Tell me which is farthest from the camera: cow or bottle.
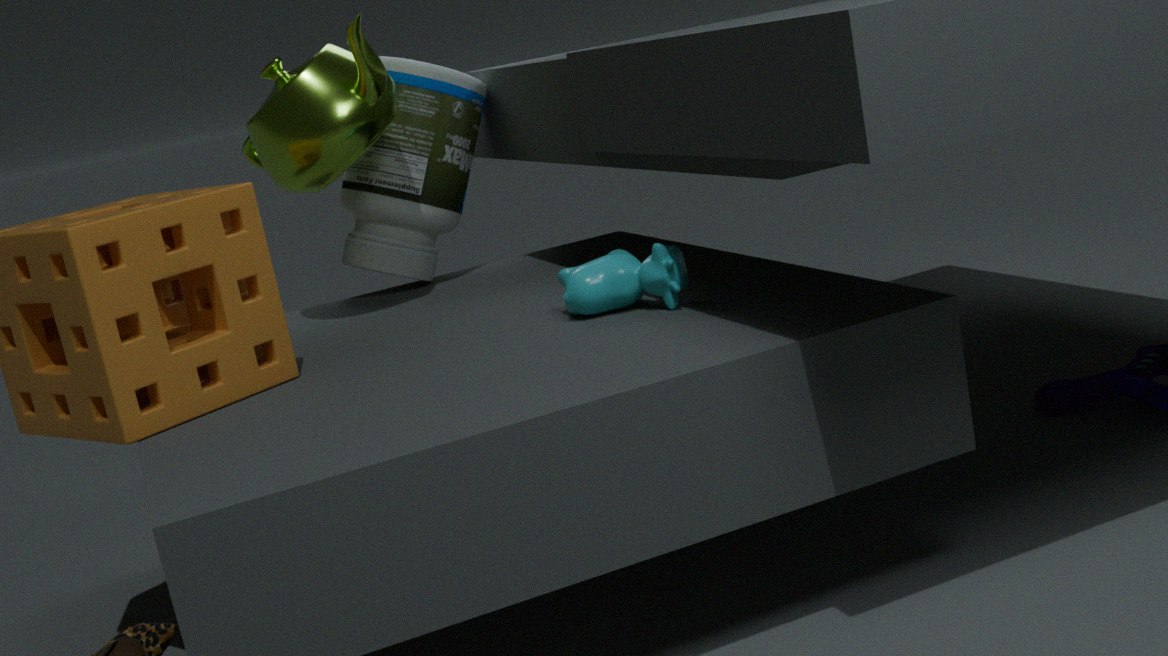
bottle
